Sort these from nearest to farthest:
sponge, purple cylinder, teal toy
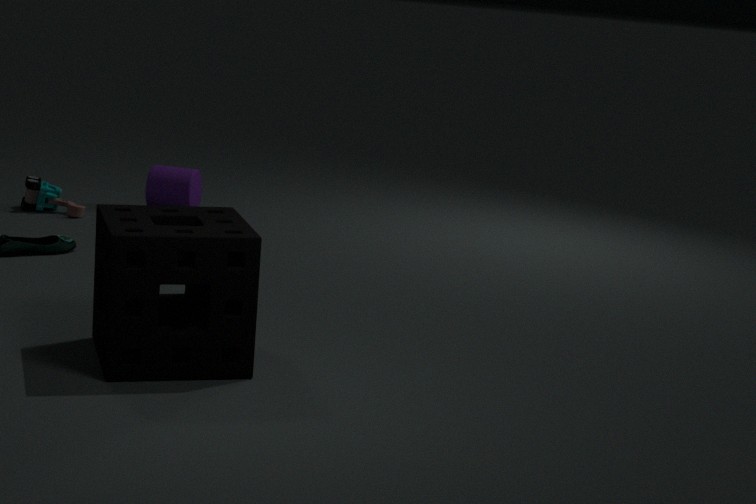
sponge < teal toy < purple cylinder
